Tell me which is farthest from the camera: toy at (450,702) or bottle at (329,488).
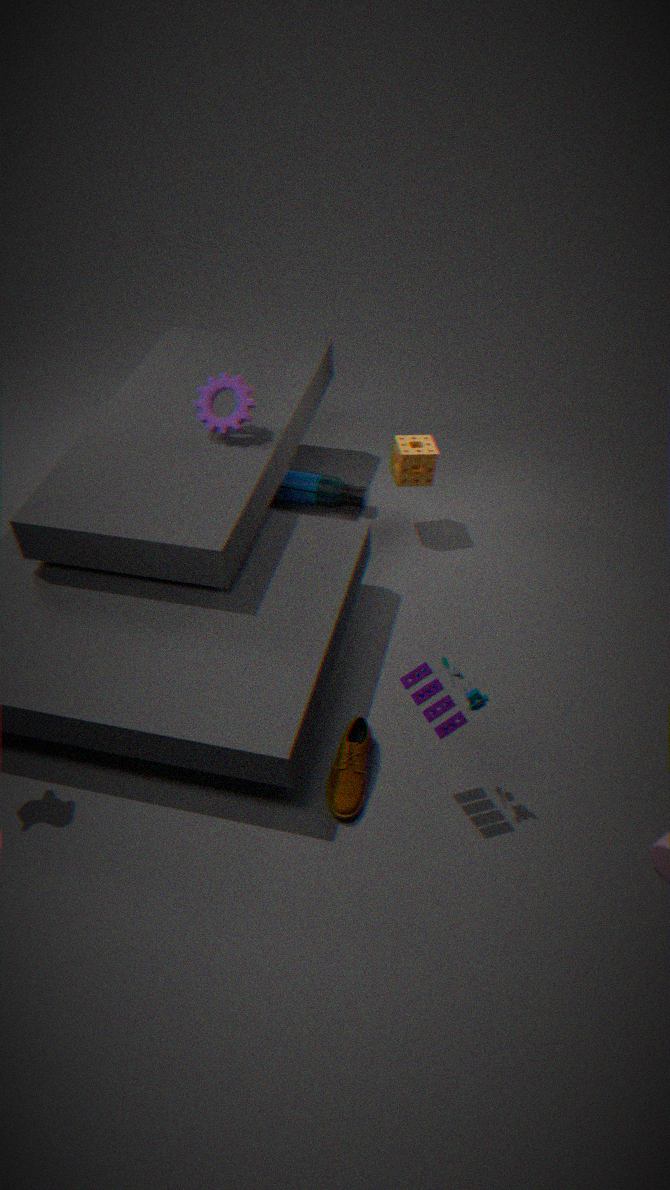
bottle at (329,488)
